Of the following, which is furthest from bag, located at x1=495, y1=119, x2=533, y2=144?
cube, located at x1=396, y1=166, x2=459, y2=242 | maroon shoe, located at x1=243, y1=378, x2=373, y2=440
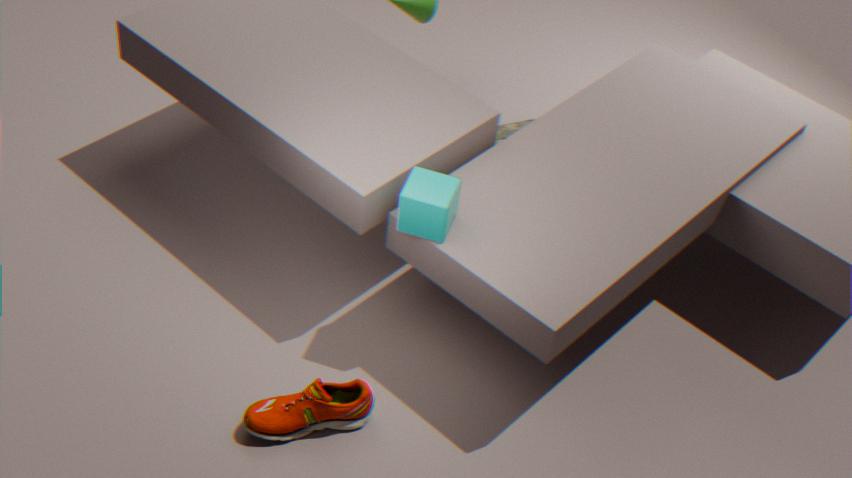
maroon shoe, located at x1=243, y1=378, x2=373, y2=440
